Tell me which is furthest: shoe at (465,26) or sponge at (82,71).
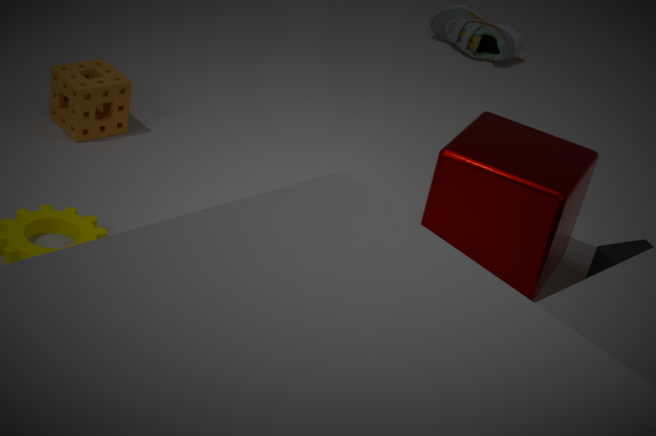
shoe at (465,26)
